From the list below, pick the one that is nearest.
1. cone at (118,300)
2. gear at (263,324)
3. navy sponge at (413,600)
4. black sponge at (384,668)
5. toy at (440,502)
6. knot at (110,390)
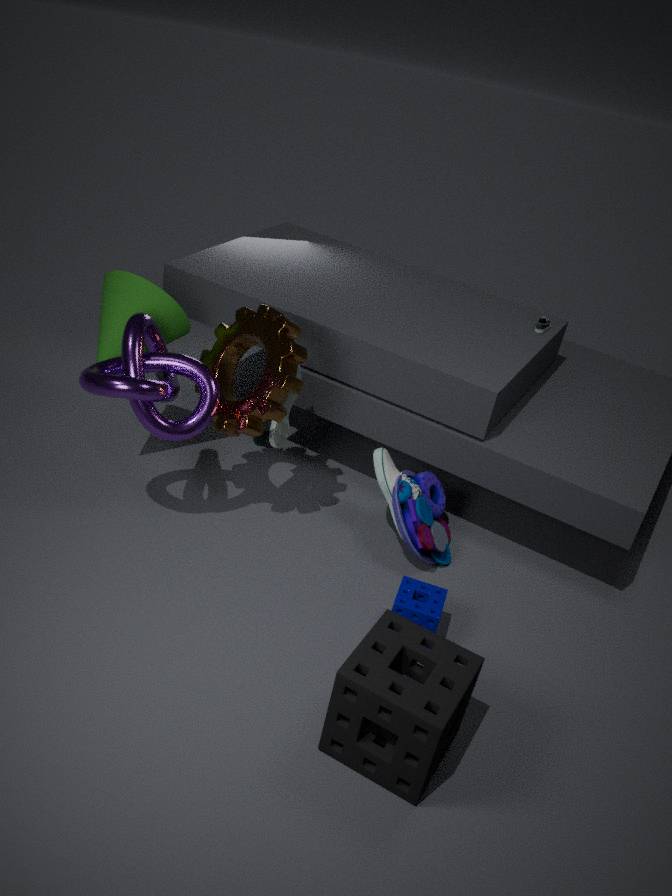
black sponge at (384,668)
